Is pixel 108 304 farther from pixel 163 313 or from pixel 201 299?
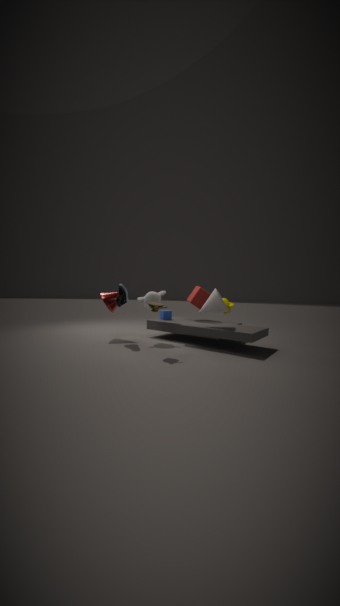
pixel 201 299
